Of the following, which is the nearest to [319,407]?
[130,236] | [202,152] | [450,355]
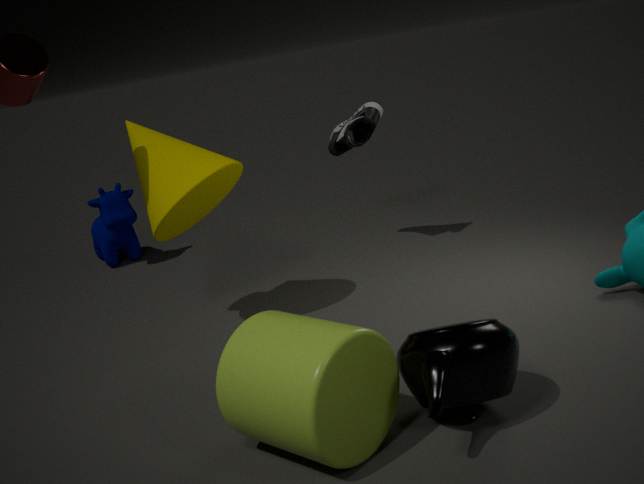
[450,355]
